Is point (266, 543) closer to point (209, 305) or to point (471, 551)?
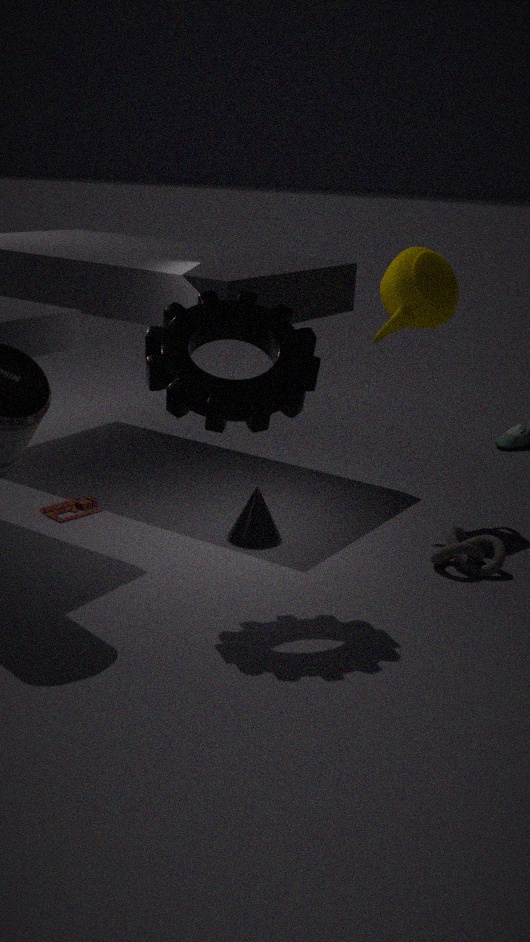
point (471, 551)
